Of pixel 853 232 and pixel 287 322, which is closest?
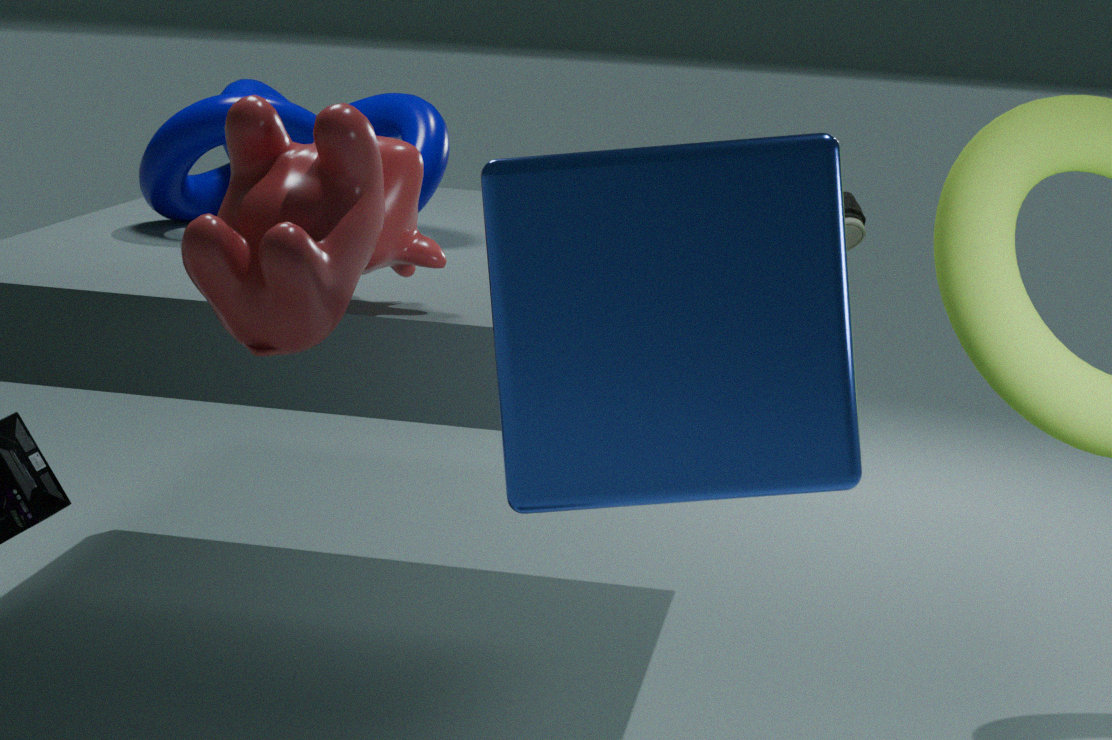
pixel 287 322
